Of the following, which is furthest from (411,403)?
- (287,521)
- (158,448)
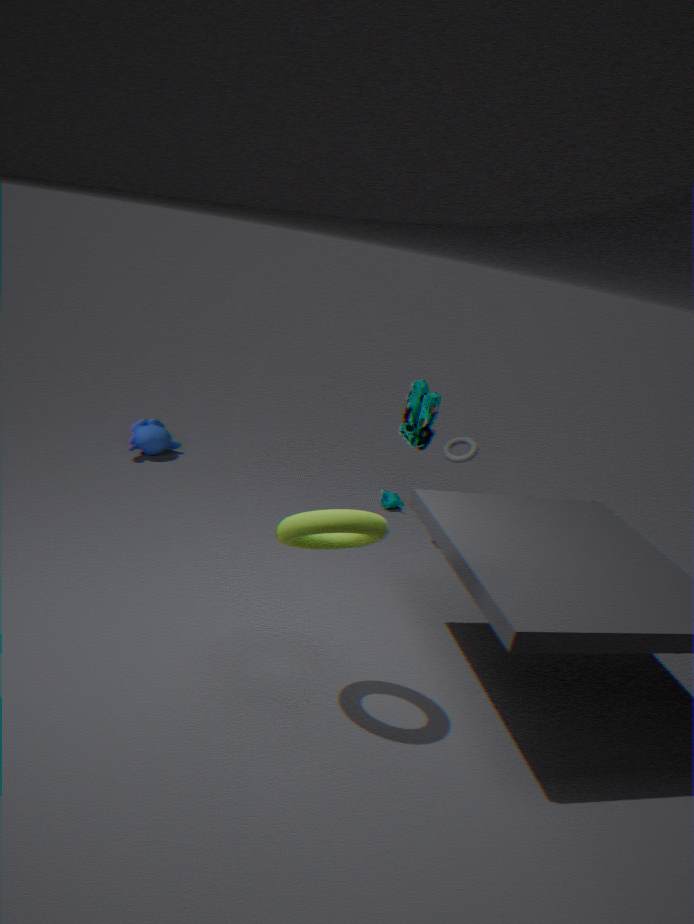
(158,448)
